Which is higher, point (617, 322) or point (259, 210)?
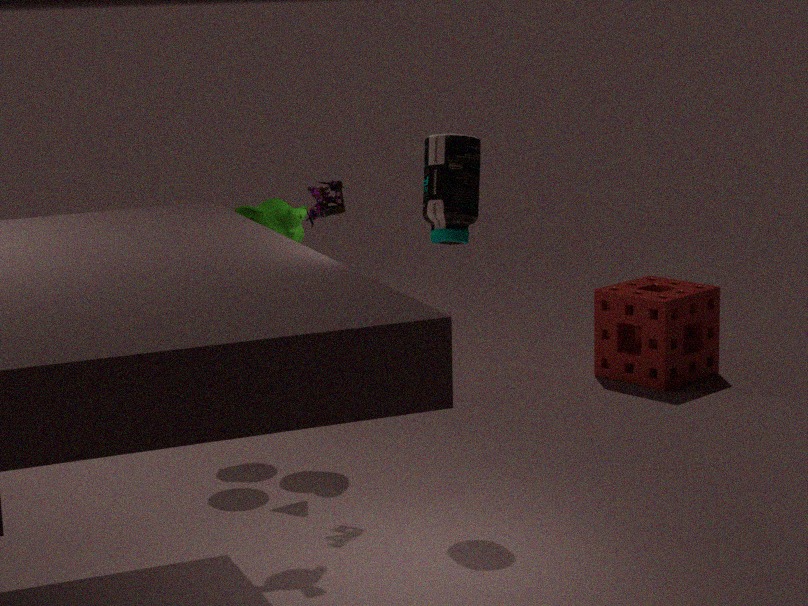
point (259, 210)
